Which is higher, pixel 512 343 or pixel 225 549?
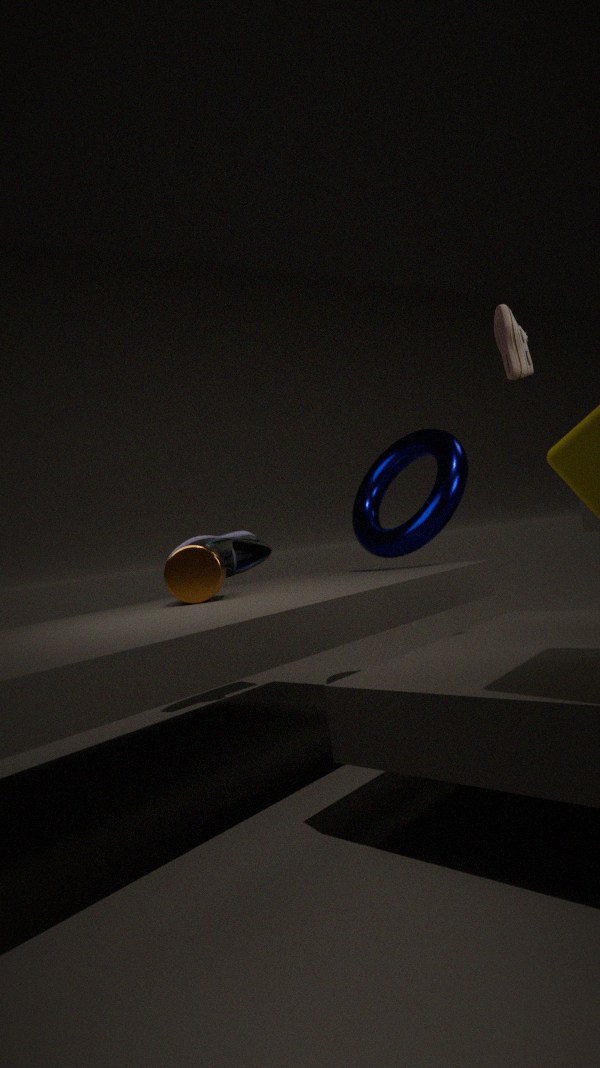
pixel 512 343
